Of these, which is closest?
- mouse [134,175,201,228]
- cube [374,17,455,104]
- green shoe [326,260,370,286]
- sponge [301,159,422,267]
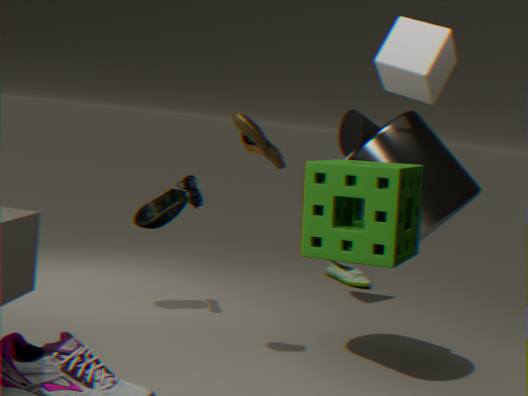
sponge [301,159,422,267]
